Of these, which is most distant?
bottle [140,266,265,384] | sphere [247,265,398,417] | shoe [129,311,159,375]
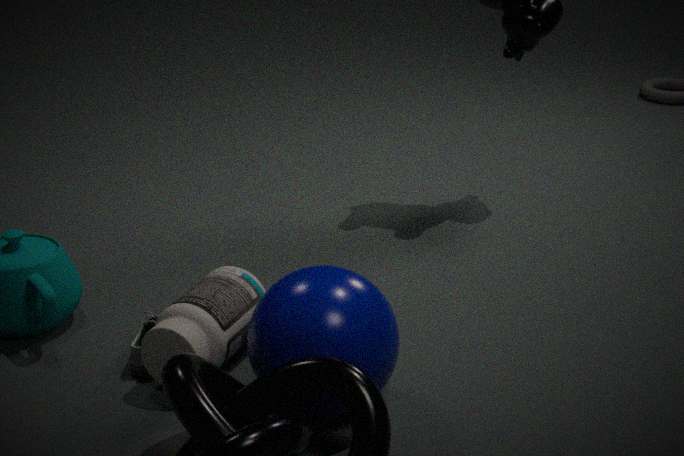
shoe [129,311,159,375]
